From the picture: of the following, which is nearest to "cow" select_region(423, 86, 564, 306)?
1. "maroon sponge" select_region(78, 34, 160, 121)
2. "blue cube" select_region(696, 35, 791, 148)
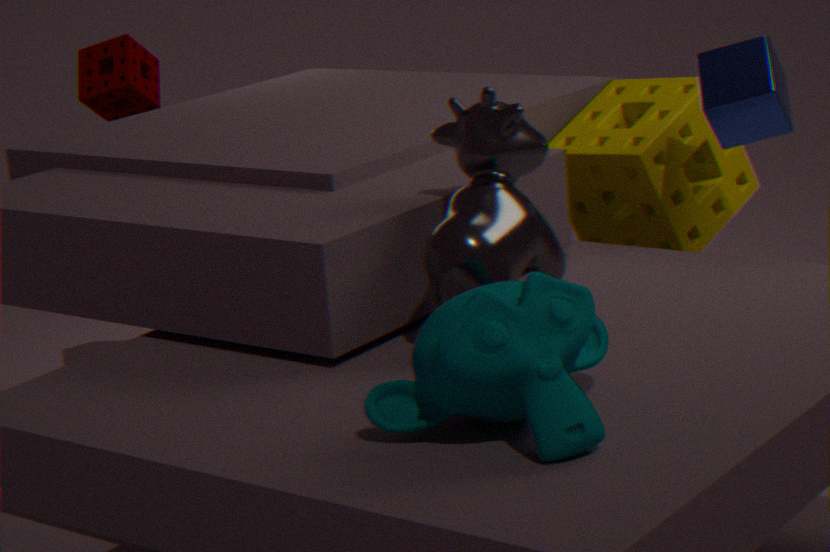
"blue cube" select_region(696, 35, 791, 148)
